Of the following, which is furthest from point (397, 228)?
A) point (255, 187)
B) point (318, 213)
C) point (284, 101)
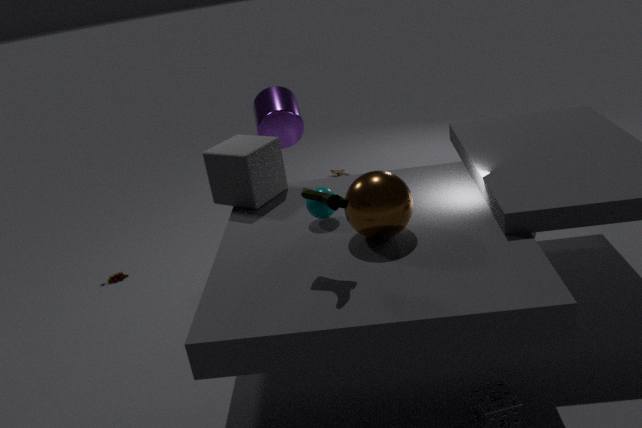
point (284, 101)
